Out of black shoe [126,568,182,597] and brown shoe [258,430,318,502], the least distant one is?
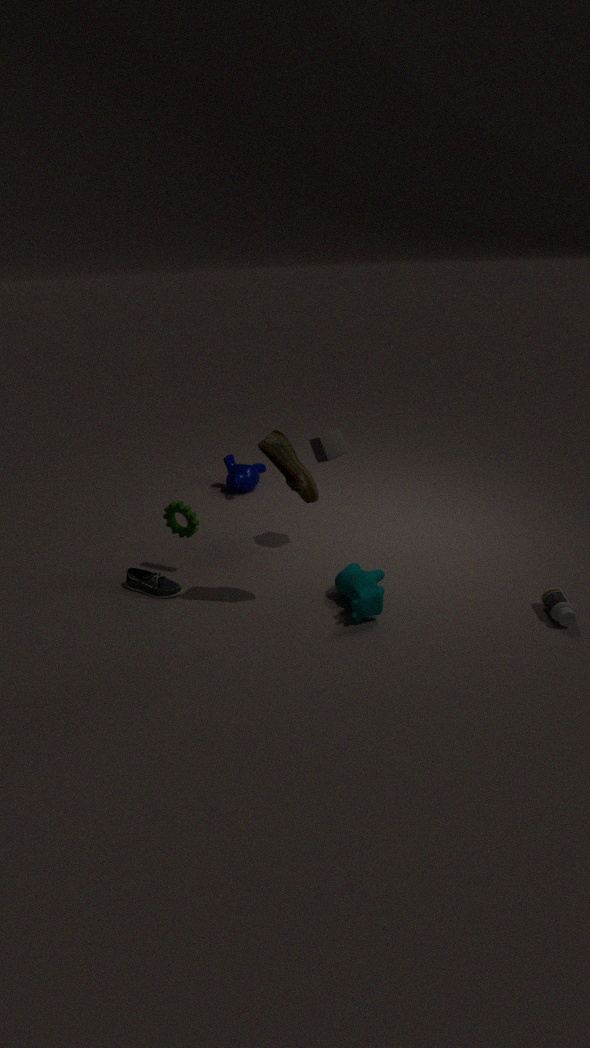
brown shoe [258,430,318,502]
